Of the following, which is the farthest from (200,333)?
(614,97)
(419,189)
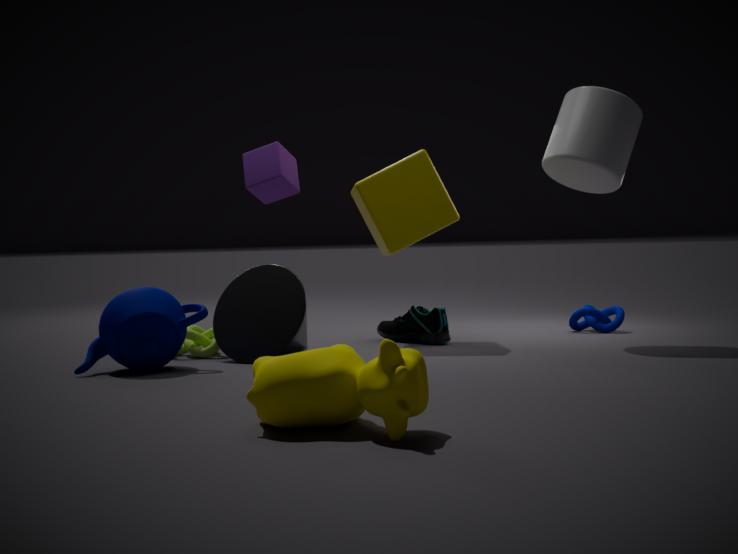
(614,97)
